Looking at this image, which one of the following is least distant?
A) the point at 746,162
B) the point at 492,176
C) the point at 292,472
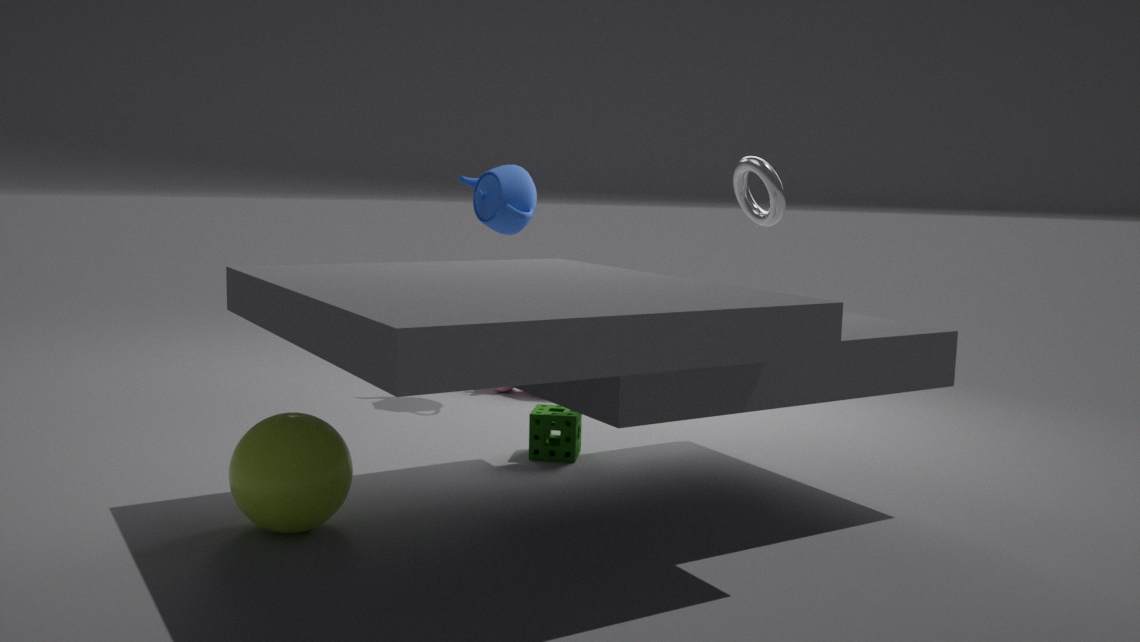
the point at 292,472
